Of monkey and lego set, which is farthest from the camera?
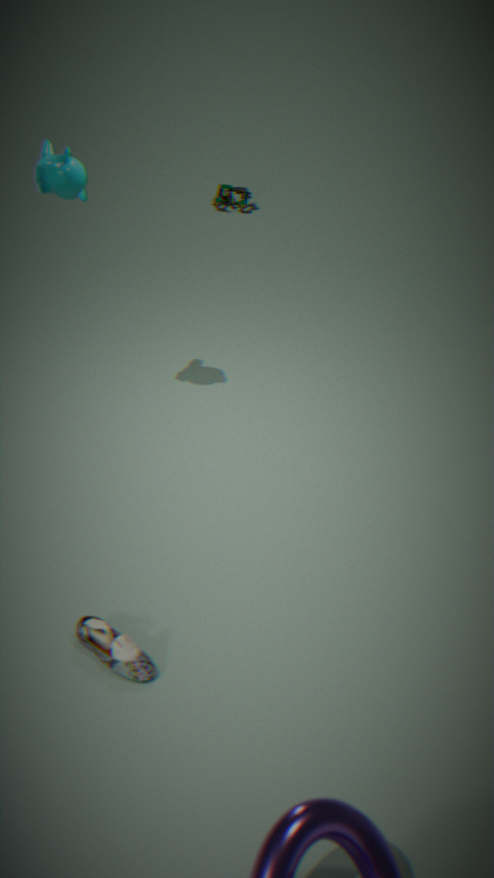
lego set
